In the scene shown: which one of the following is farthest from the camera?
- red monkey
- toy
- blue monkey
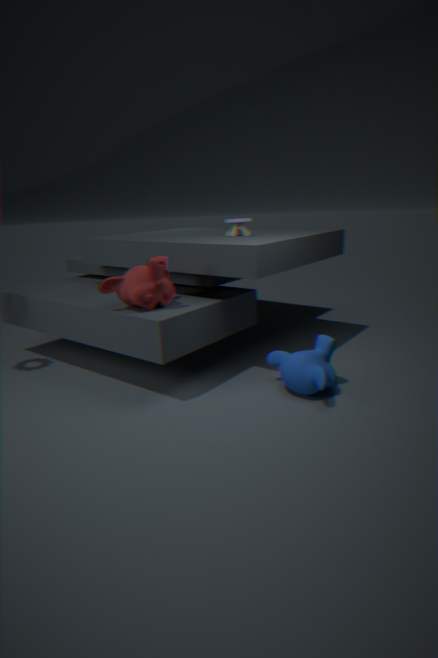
toy
